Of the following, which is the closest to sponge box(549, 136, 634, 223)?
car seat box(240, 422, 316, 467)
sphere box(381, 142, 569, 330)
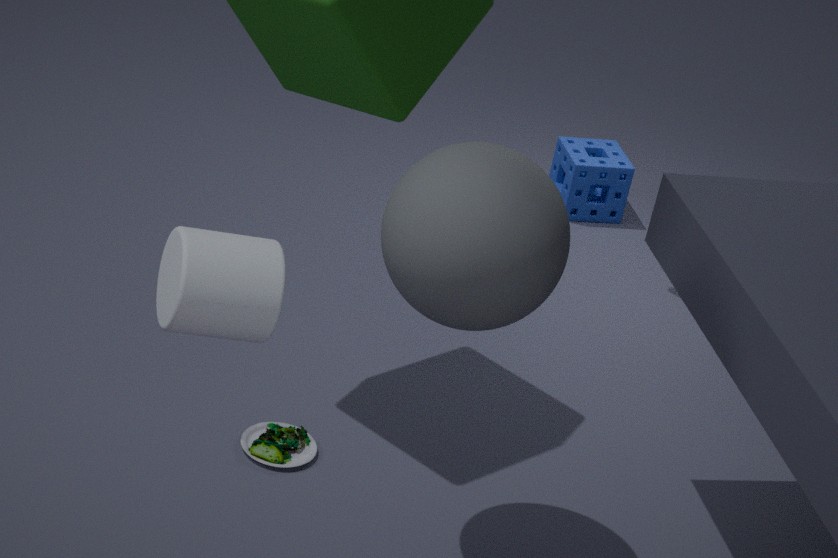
car seat box(240, 422, 316, 467)
